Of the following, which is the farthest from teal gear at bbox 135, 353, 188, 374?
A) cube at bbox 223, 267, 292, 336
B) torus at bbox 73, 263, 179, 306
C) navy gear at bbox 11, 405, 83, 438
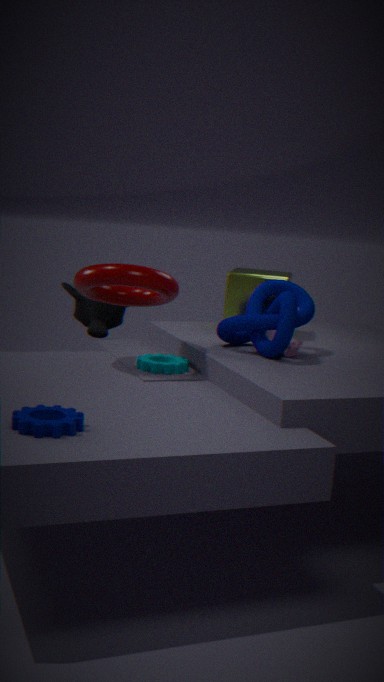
navy gear at bbox 11, 405, 83, 438
